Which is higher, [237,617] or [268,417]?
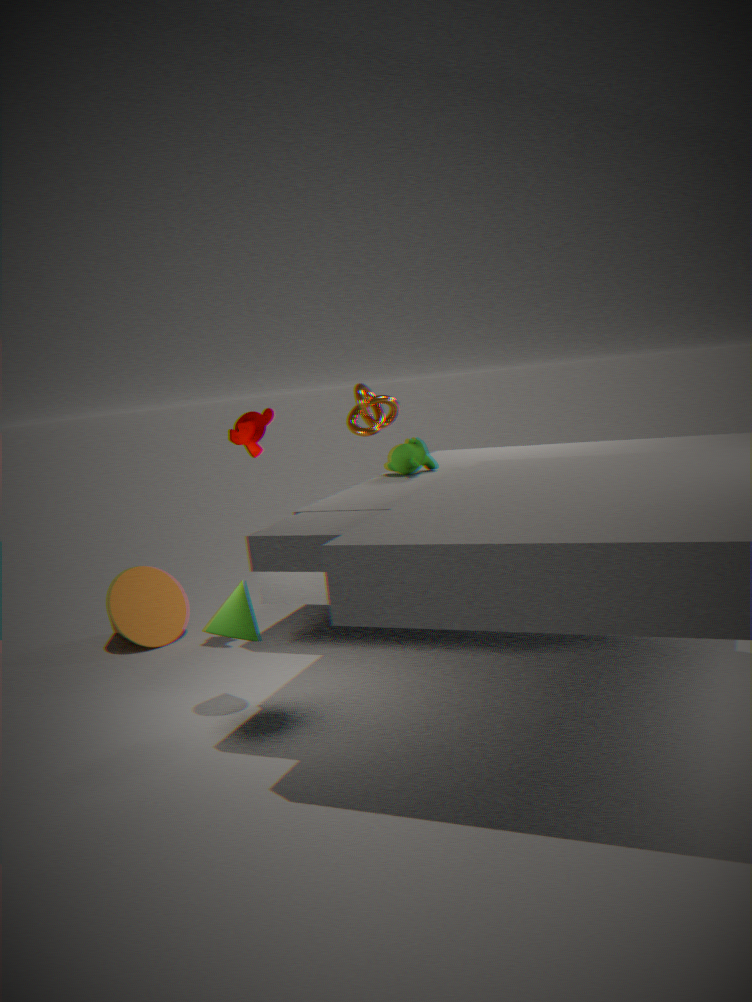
[268,417]
